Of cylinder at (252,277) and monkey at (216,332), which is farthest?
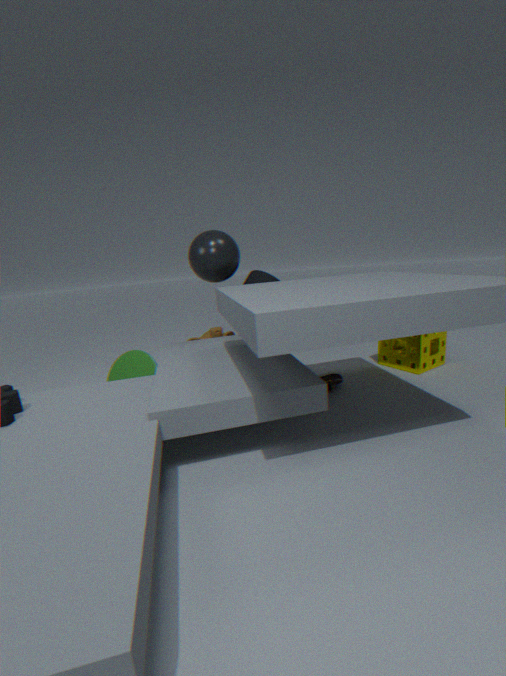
monkey at (216,332)
